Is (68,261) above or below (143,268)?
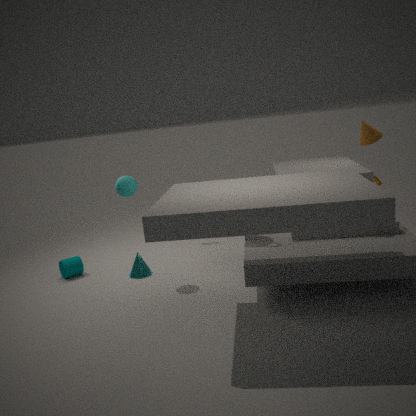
above
